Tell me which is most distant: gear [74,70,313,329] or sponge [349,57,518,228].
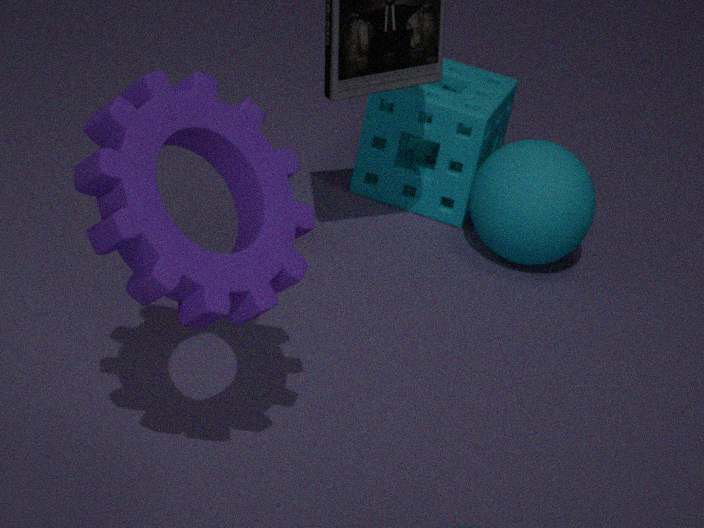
sponge [349,57,518,228]
